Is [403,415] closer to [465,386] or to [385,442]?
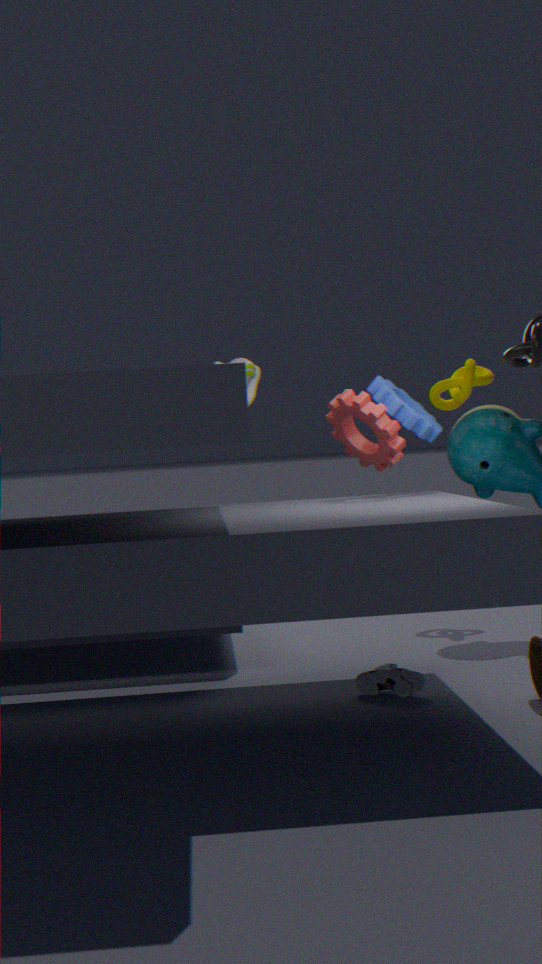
[385,442]
